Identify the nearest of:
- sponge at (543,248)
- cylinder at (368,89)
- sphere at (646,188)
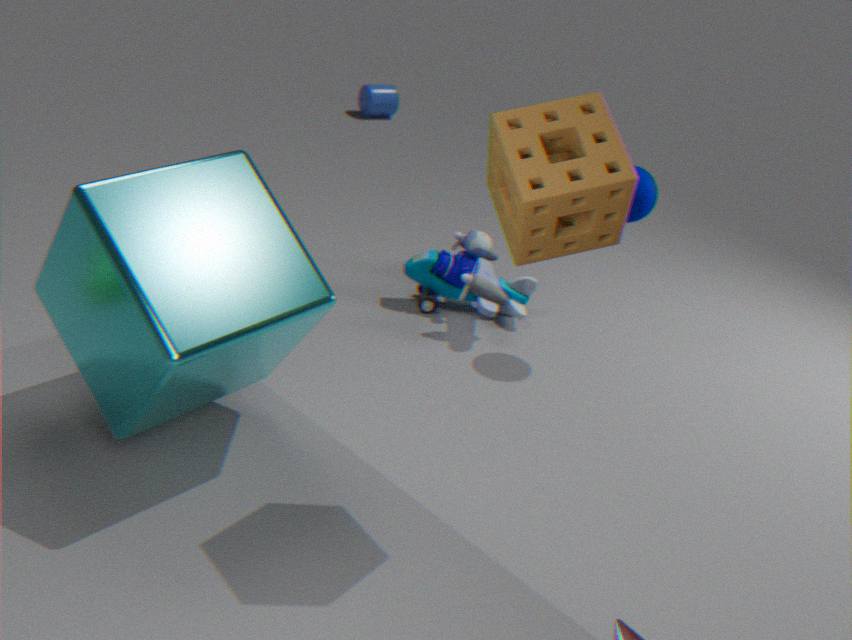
sponge at (543,248)
